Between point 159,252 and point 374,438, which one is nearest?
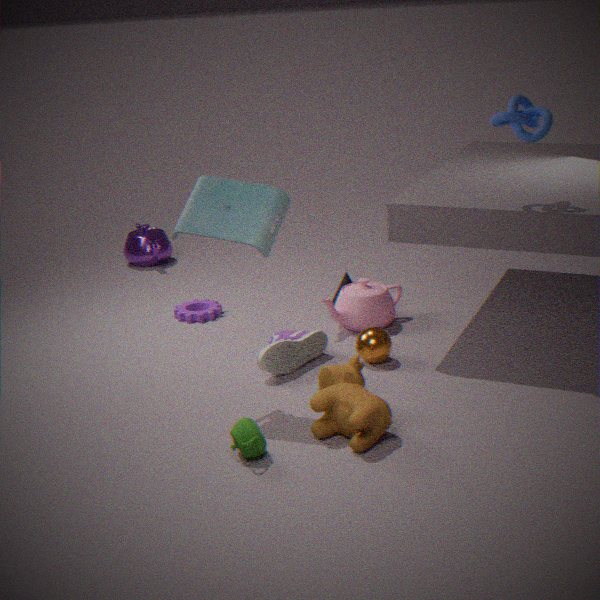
point 374,438
